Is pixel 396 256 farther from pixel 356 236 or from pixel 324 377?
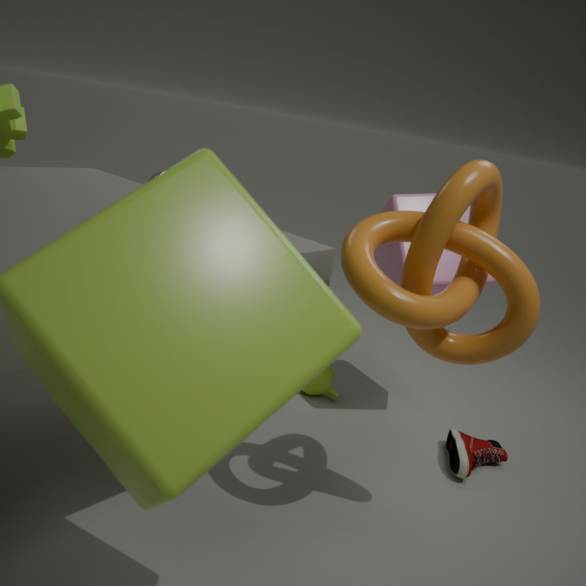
pixel 356 236
